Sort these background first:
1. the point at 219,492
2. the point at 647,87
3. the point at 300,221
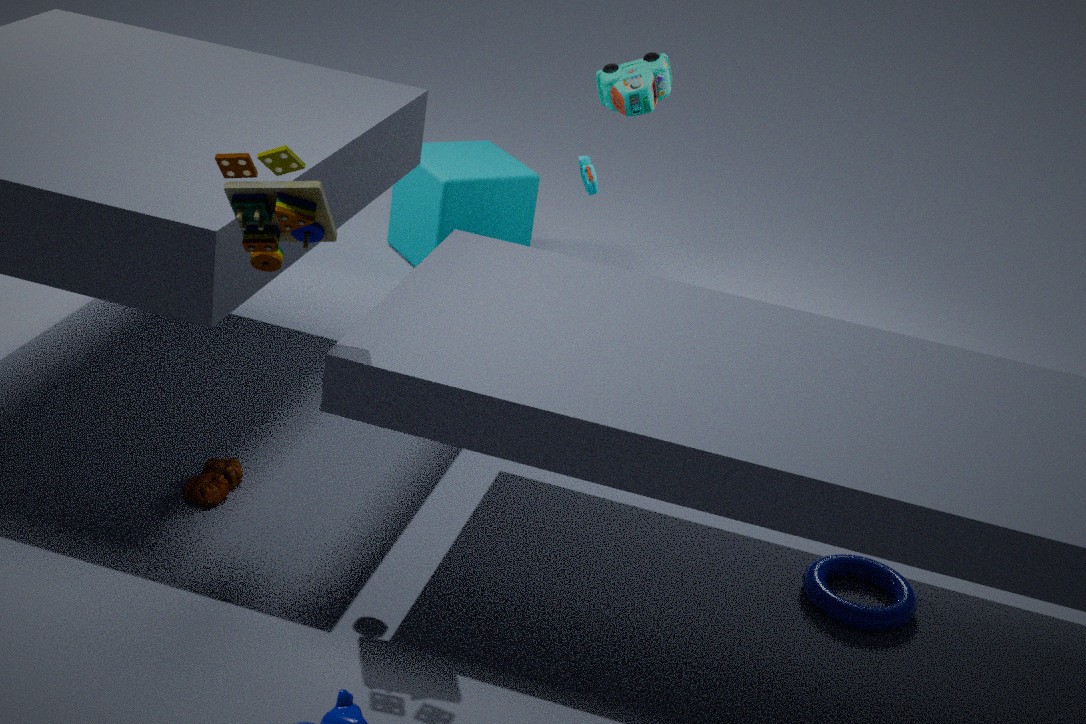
the point at 647,87 < the point at 219,492 < the point at 300,221
